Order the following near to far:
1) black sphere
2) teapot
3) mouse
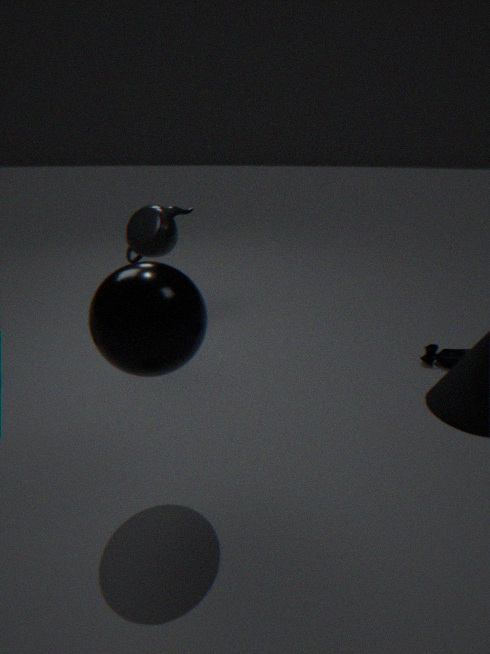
1. black sphere → 3. mouse → 2. teapot
